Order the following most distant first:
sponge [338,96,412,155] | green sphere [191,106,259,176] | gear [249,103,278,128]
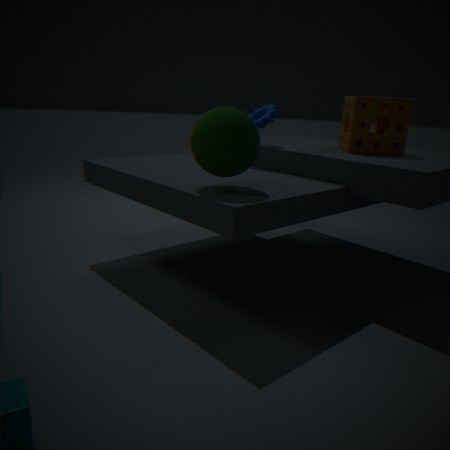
gear [249,103,278,128]
sponge [338,96,412,155]
green sphere [191,106,259,176]
